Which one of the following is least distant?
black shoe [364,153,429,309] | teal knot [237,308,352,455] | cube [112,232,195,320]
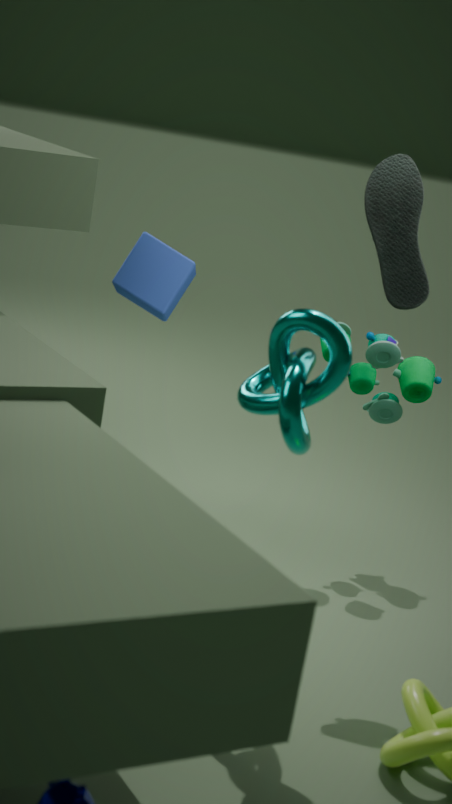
teal knot [237,308,352,455]
